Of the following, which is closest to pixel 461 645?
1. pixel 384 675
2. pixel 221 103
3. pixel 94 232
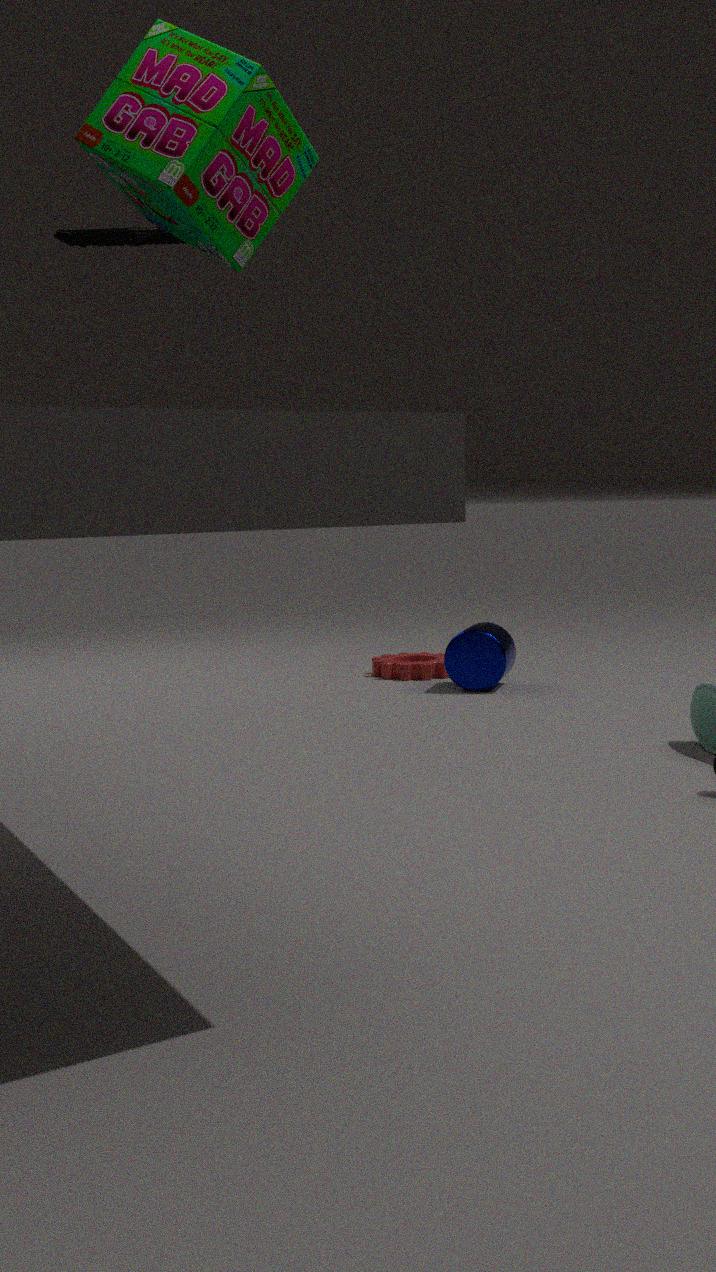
pixel 384 675
